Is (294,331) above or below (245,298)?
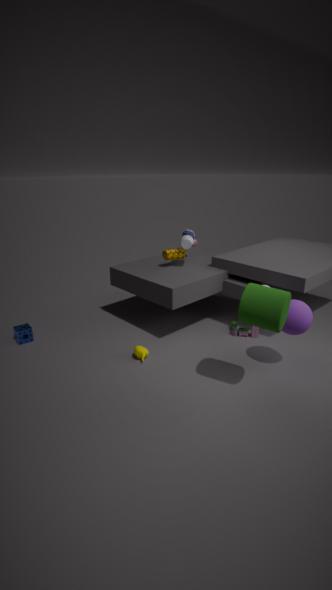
below
